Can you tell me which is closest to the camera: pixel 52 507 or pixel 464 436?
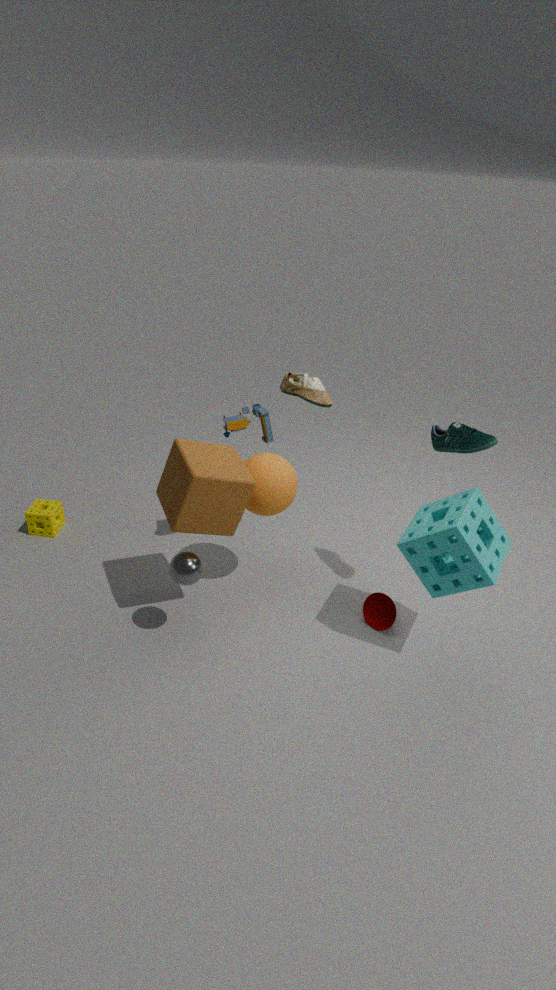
pixel 464 436
